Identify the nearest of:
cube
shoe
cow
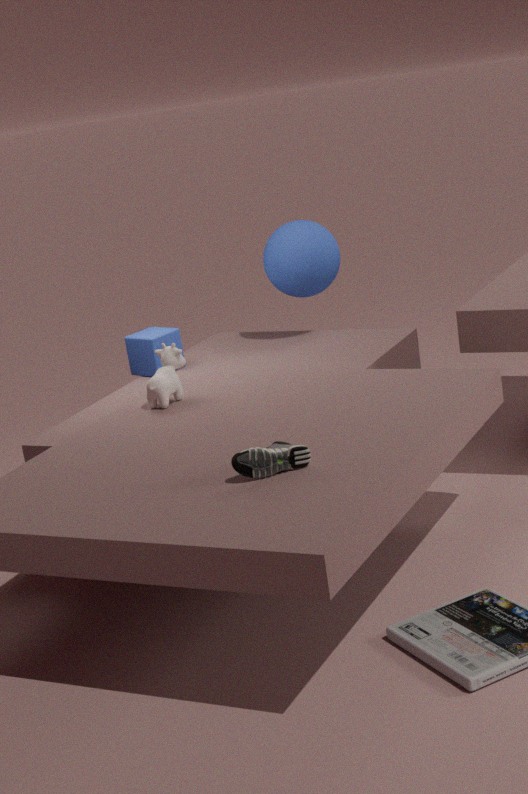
shoe
